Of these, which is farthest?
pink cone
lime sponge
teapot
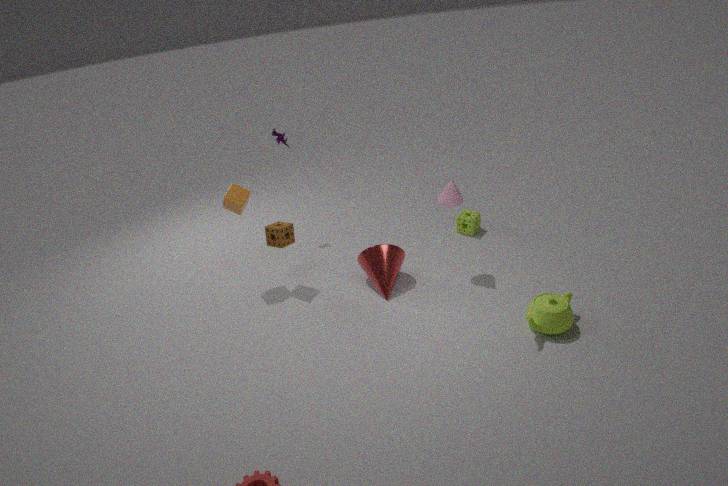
lime sponge
